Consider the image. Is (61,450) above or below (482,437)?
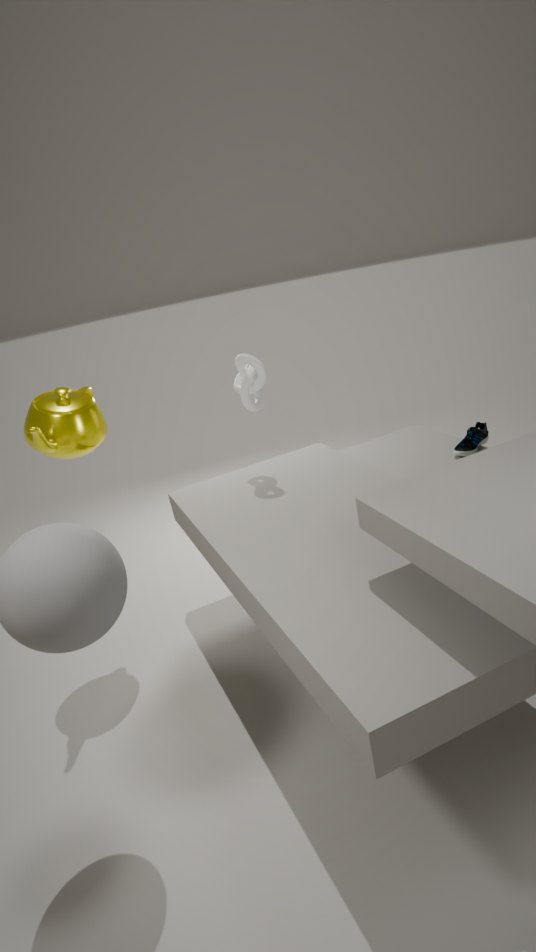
above
